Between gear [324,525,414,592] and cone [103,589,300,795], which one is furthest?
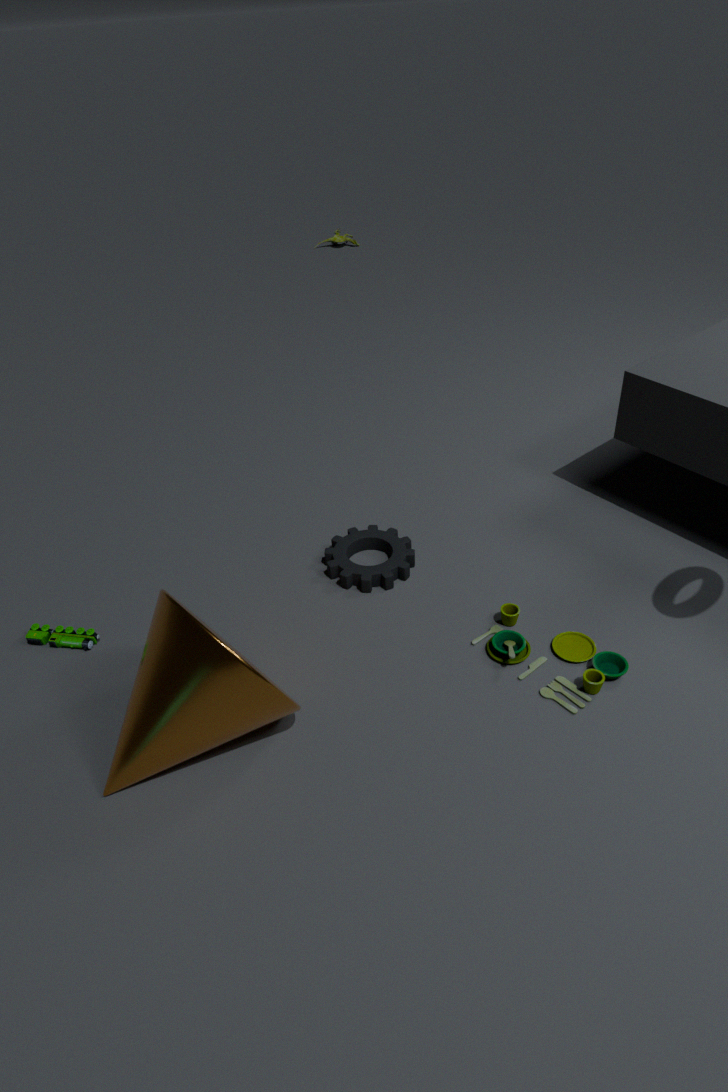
gear [324,525,414,592]
